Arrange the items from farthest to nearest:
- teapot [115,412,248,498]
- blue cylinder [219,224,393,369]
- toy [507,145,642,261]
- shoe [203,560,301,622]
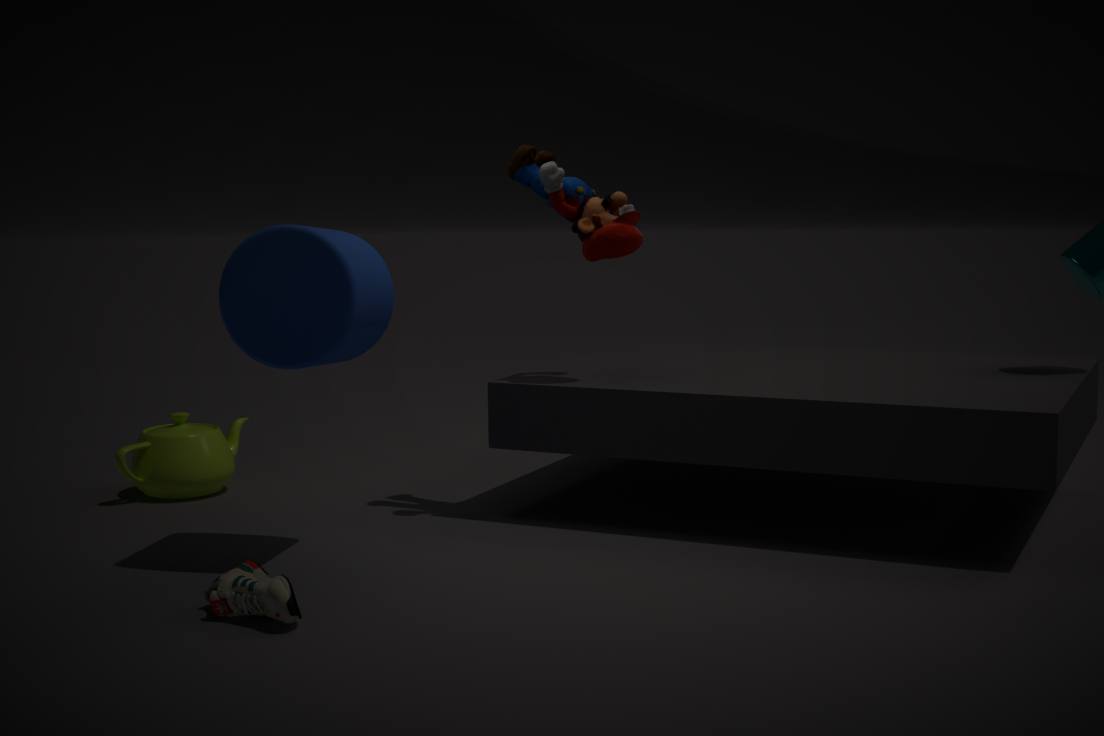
teapot [115,412,248,498] < toy [507,145,642,261] < blue cylinder [219,224,393,369] < shoe [203,560,301,622]
